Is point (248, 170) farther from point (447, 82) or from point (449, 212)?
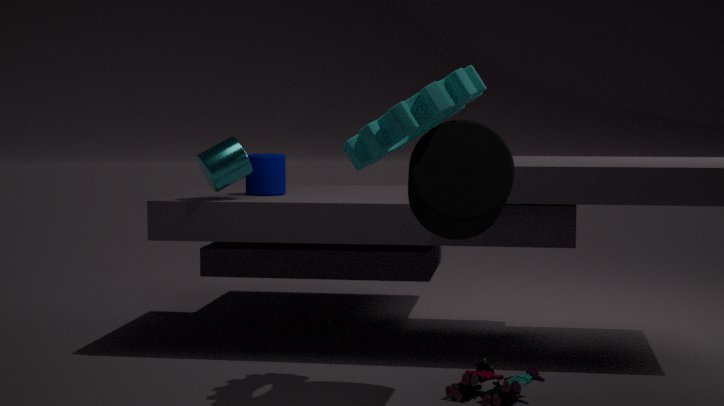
point (449, 212)
